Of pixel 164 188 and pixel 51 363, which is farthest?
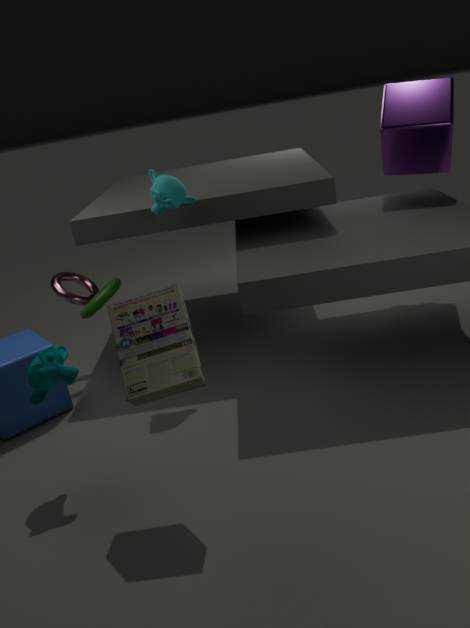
pixel 164 188
